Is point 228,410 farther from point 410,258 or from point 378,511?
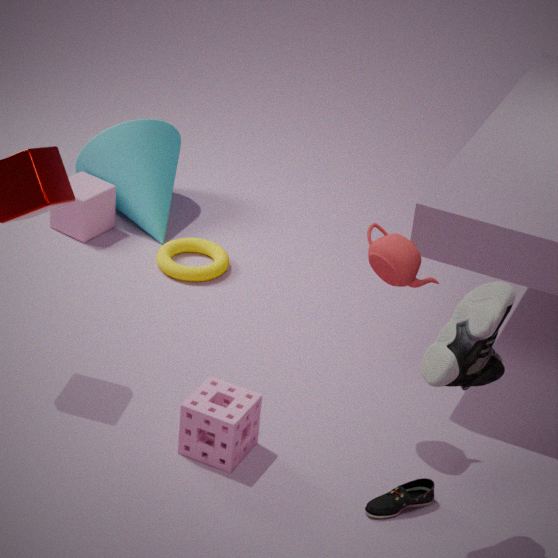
point 410,258
